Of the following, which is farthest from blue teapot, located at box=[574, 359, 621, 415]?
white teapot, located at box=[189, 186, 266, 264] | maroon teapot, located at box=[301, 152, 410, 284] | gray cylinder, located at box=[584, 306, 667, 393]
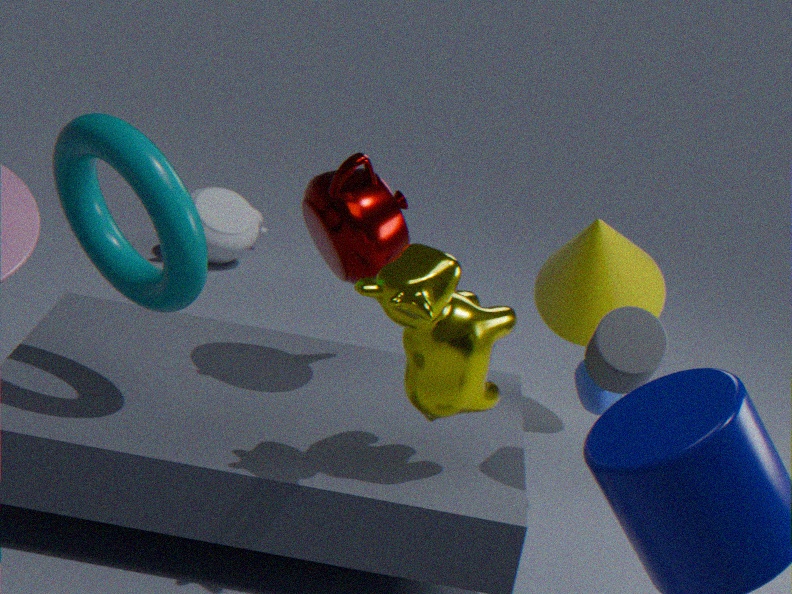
white teapot, located at box=[189, 186, 266, 264]
